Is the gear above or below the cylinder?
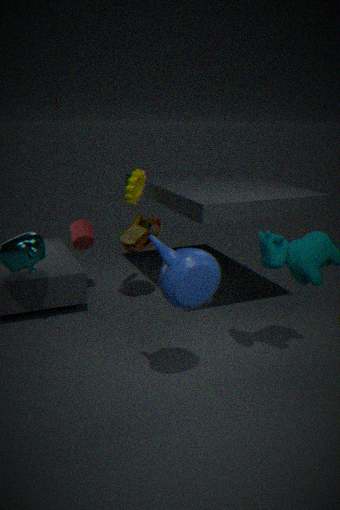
above
